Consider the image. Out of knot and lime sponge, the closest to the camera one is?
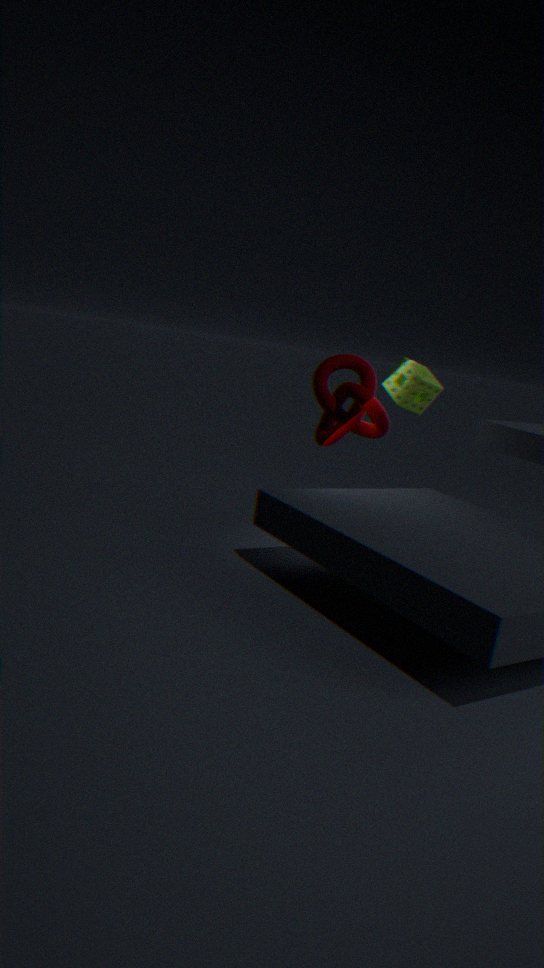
lime sponge
